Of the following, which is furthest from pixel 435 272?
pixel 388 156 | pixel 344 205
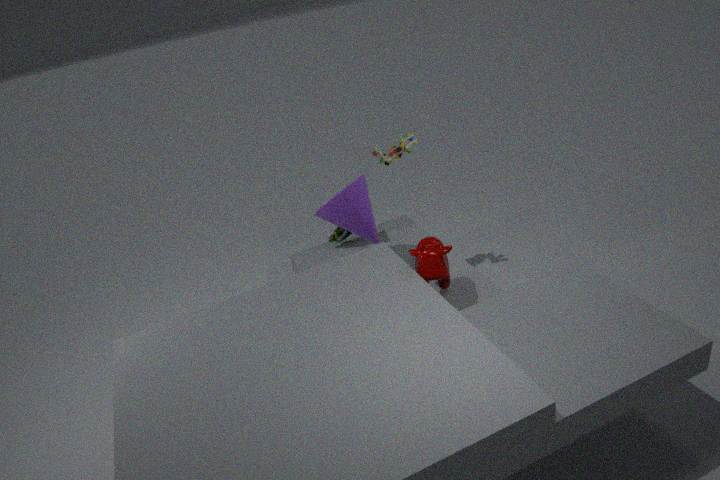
pixel 388 156
